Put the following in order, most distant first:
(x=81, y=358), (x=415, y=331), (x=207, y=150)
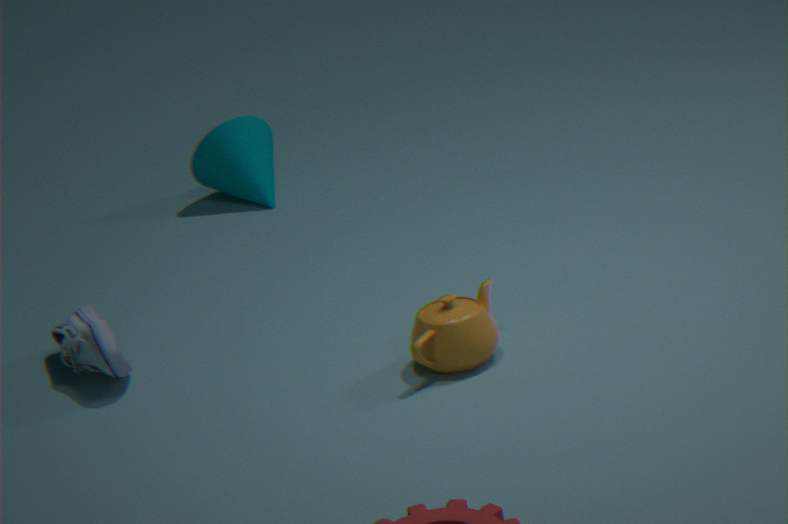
(x=207, y=150) < (x=81, y=358) < (x=415, y=331)
